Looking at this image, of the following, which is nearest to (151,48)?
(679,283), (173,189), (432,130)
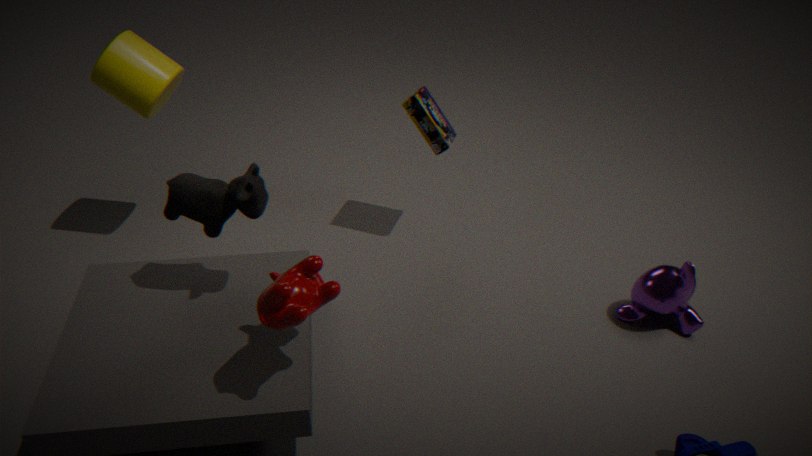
(173,189)
